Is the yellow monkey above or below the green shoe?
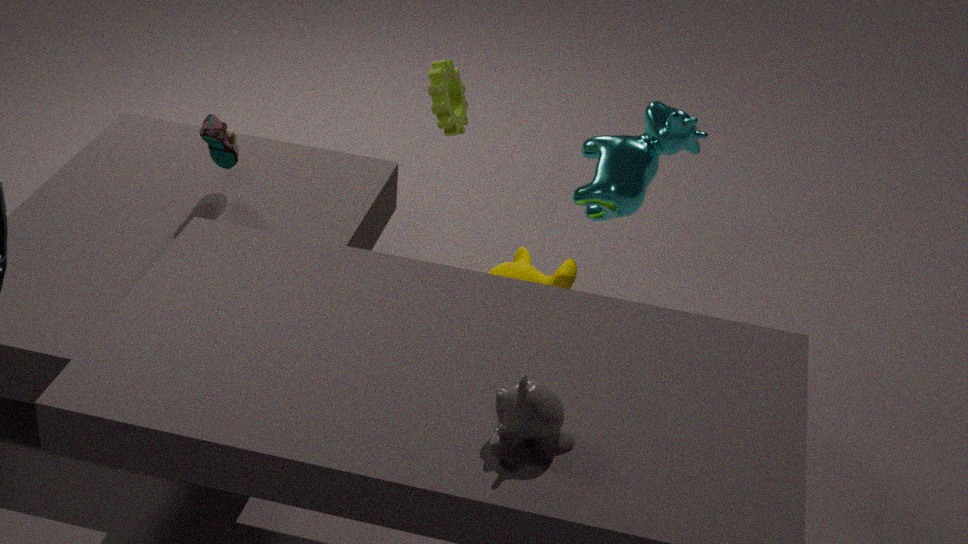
below
